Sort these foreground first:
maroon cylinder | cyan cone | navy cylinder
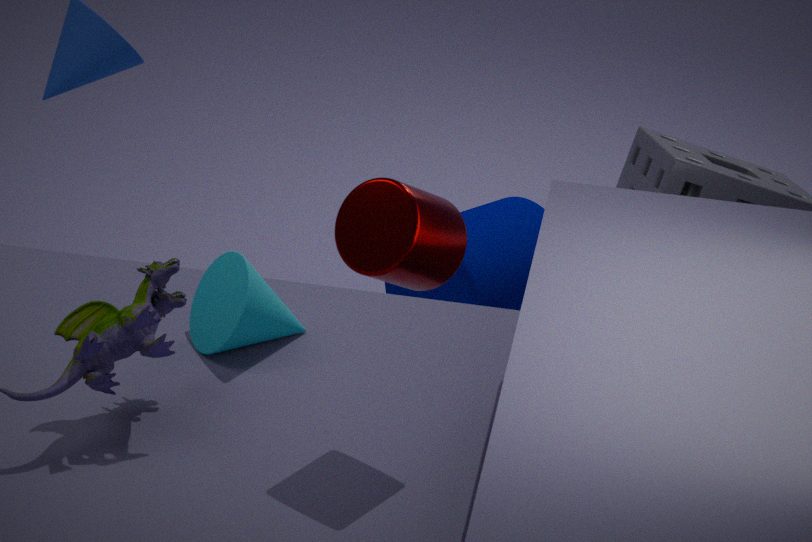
maroon cylinder
cyan cone
navy cylinder
